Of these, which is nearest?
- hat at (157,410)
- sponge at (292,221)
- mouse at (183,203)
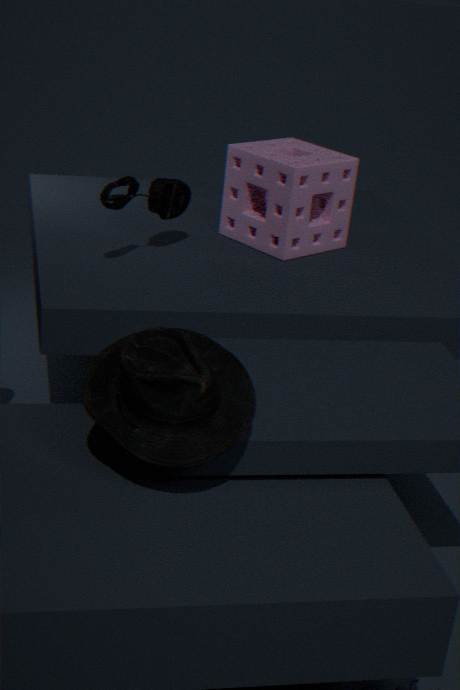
hat at (157,410)
